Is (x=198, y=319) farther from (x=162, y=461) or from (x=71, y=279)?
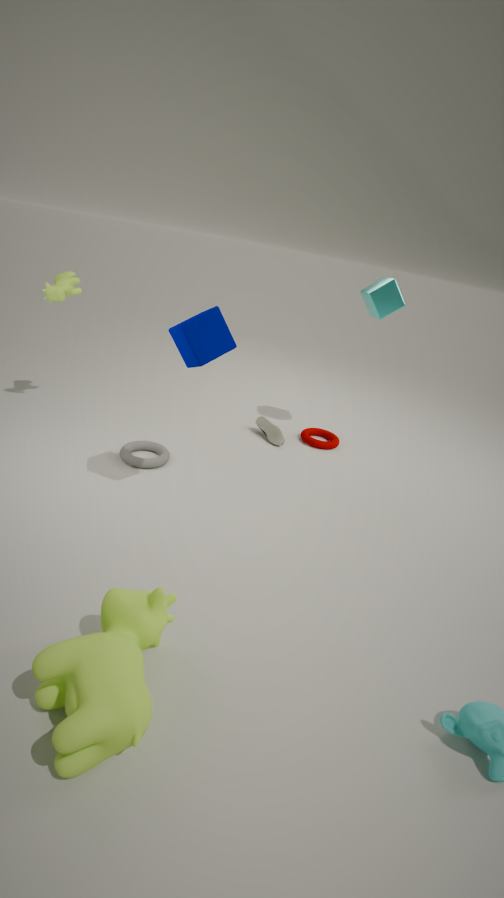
(x=71, y=279)
